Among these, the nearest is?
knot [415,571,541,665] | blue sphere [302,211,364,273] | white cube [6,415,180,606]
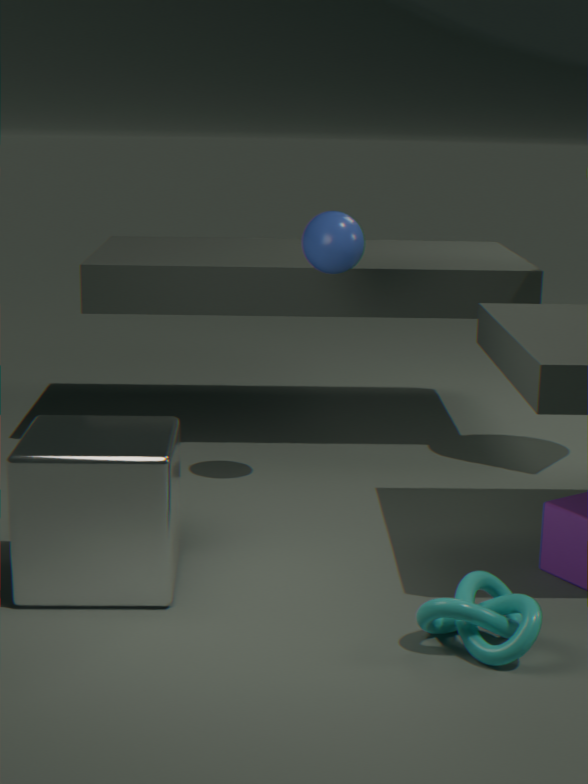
knot [415,571,541,665]
